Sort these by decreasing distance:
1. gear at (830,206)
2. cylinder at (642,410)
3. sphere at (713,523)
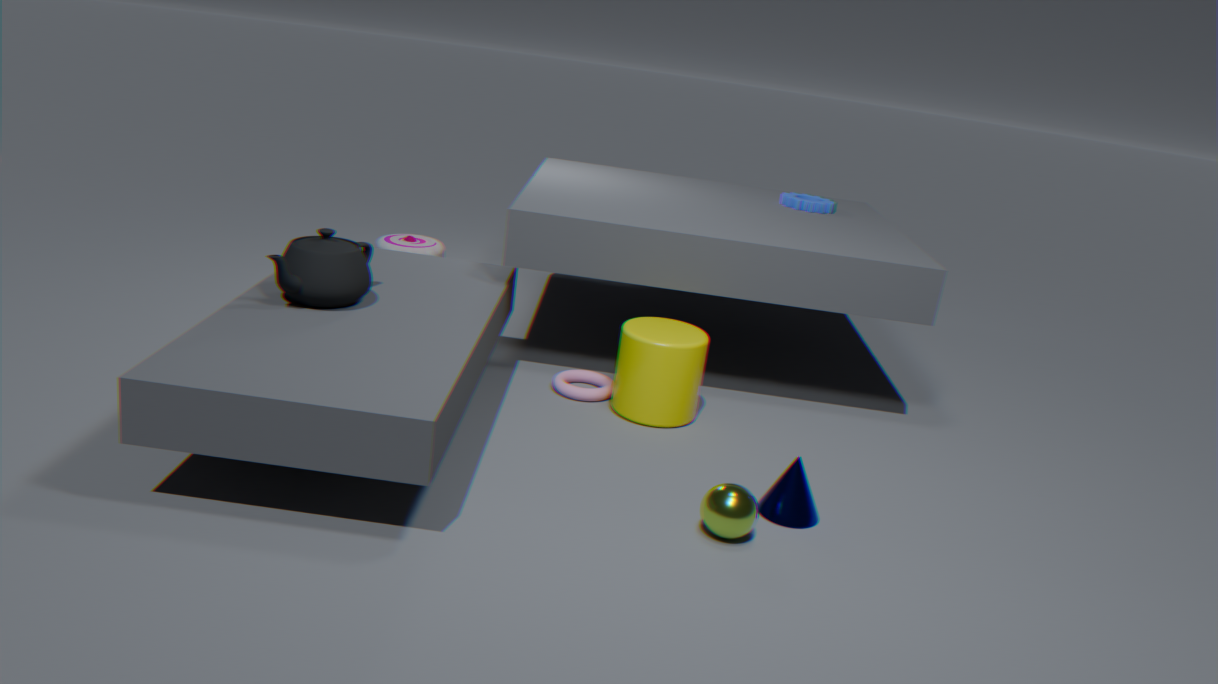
gear at (830,206), cylinder at (642,410), sphere at (713,523)
